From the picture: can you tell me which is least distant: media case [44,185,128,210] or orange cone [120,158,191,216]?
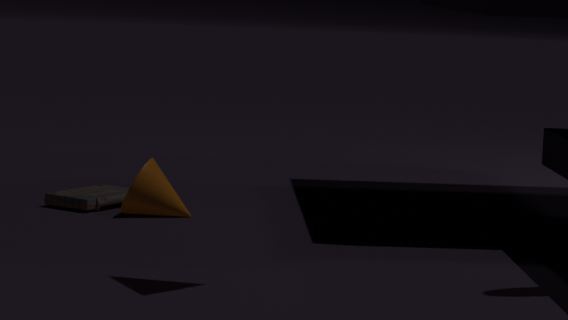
orange cone [120,158,191,216]
